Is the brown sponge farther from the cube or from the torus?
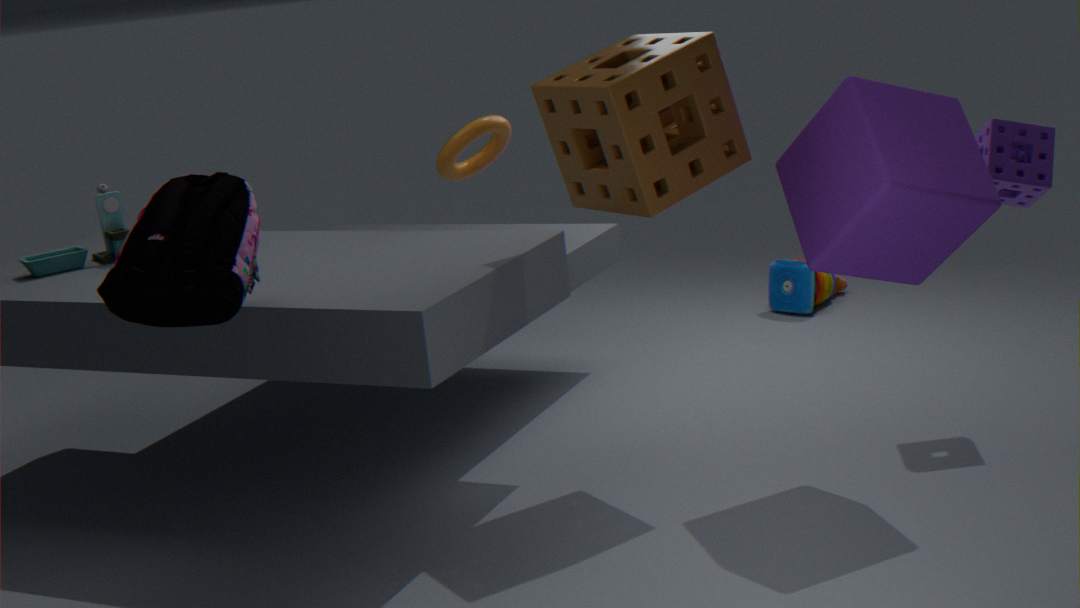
the torus
